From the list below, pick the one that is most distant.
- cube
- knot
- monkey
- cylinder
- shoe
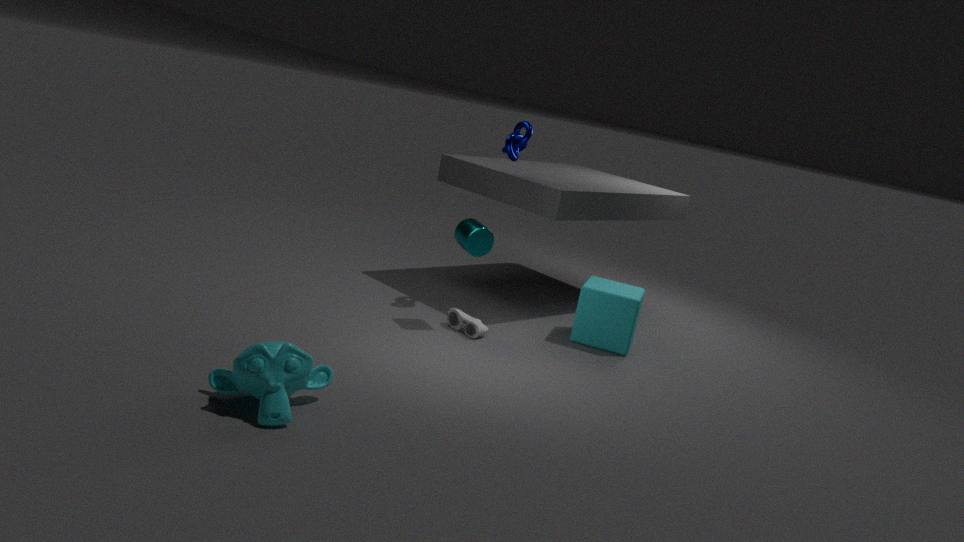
knot
